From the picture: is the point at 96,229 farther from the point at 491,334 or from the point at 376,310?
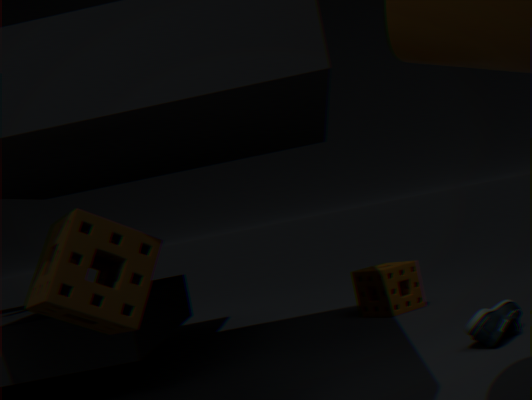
the point at 376,310
